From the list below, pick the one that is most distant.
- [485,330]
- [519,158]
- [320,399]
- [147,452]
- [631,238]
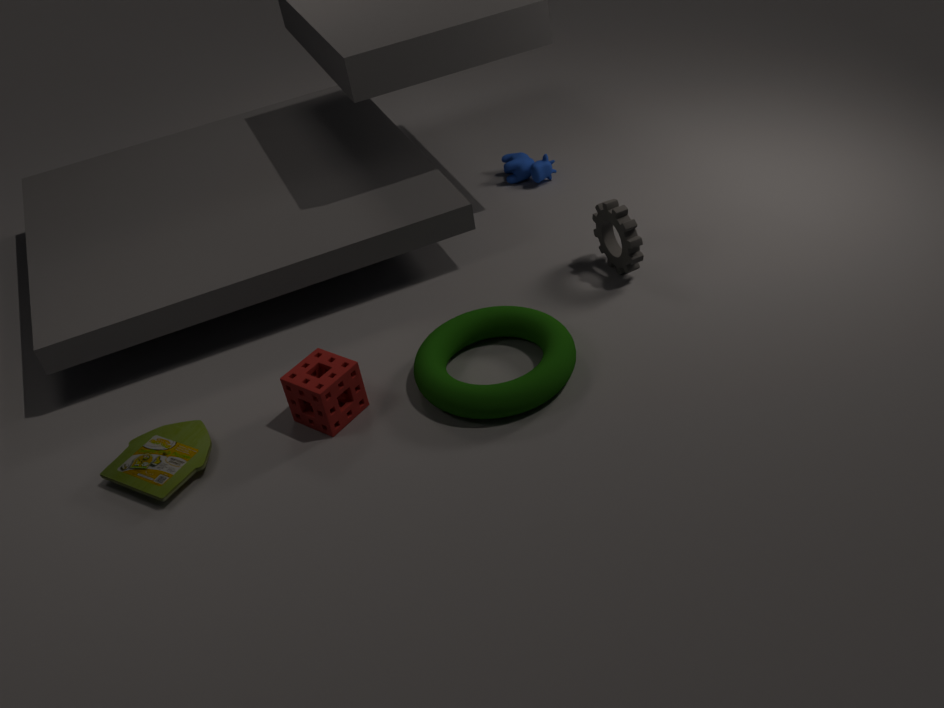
[519,158]
